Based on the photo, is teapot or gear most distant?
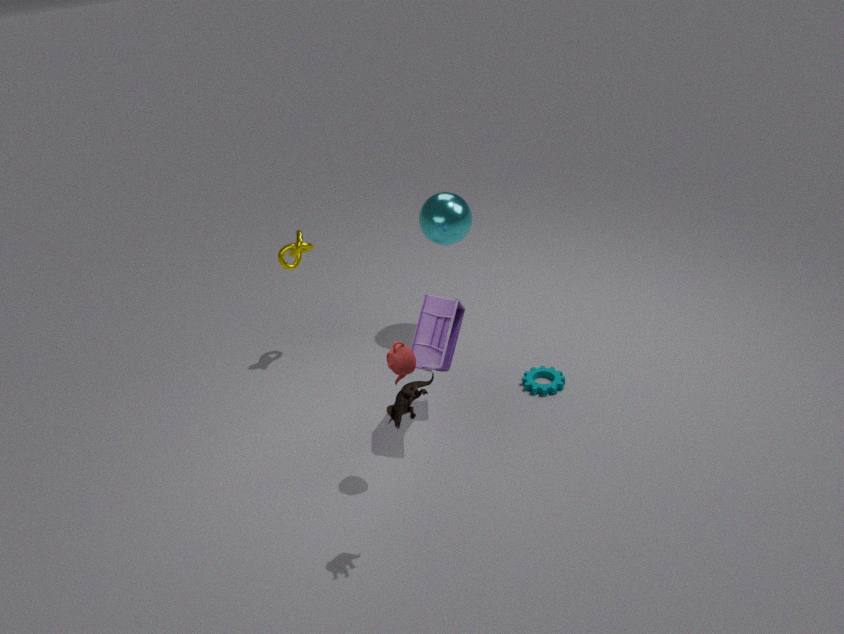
gear
